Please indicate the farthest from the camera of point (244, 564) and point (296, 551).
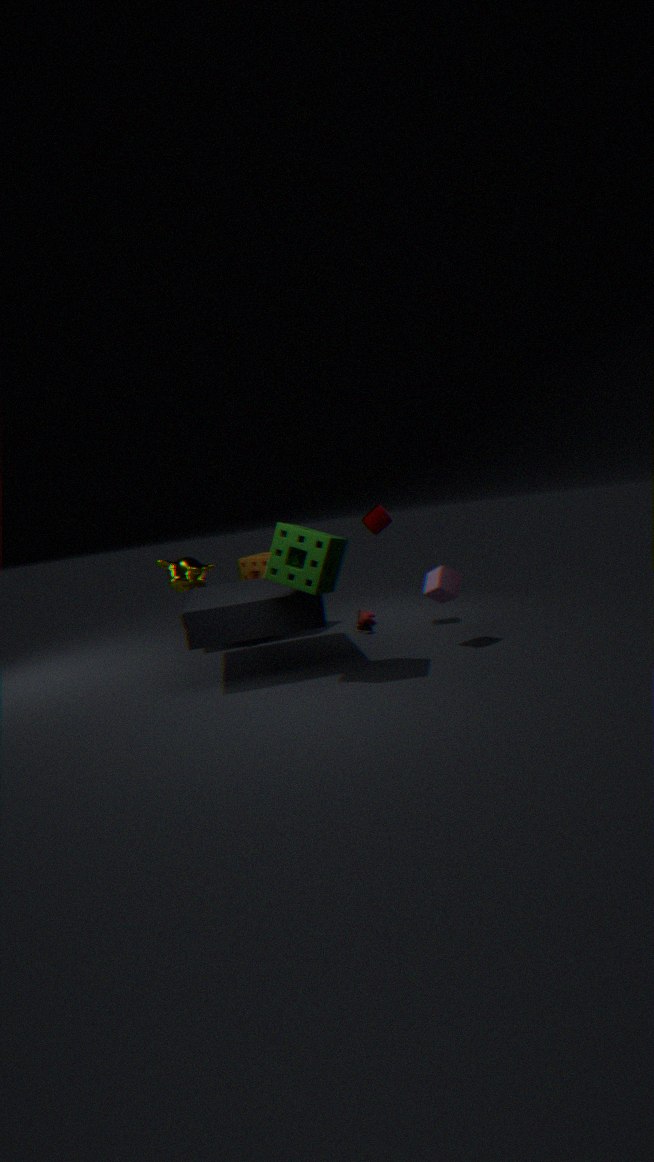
point (244, 564)
